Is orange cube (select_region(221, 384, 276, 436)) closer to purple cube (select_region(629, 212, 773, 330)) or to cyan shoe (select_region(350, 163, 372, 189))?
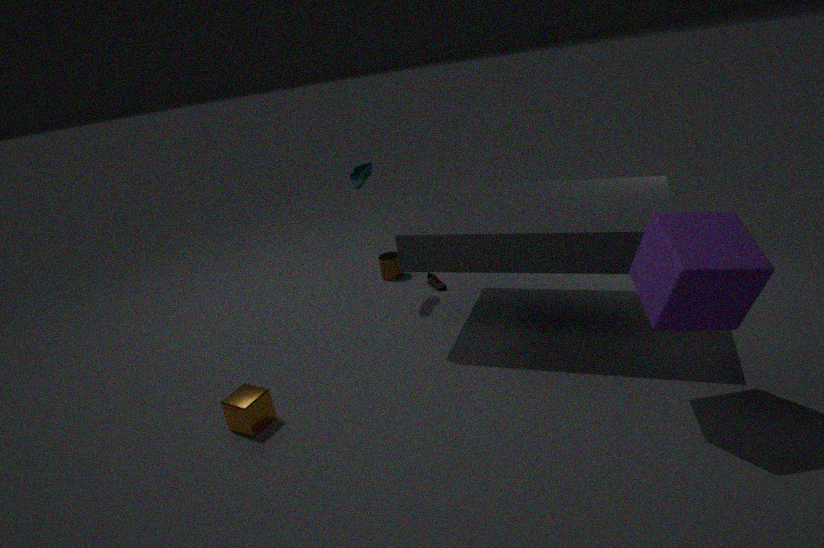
cyan shoe (select_region(350, 163, 372, 189))
